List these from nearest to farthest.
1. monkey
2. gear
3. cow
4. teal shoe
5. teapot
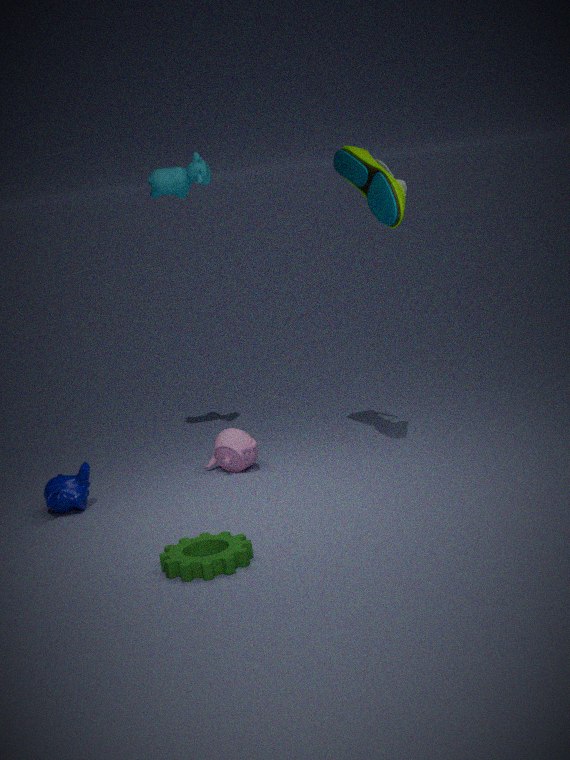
1. gear
2. teal shoe
3. monkey
4. teapot
5. cow
